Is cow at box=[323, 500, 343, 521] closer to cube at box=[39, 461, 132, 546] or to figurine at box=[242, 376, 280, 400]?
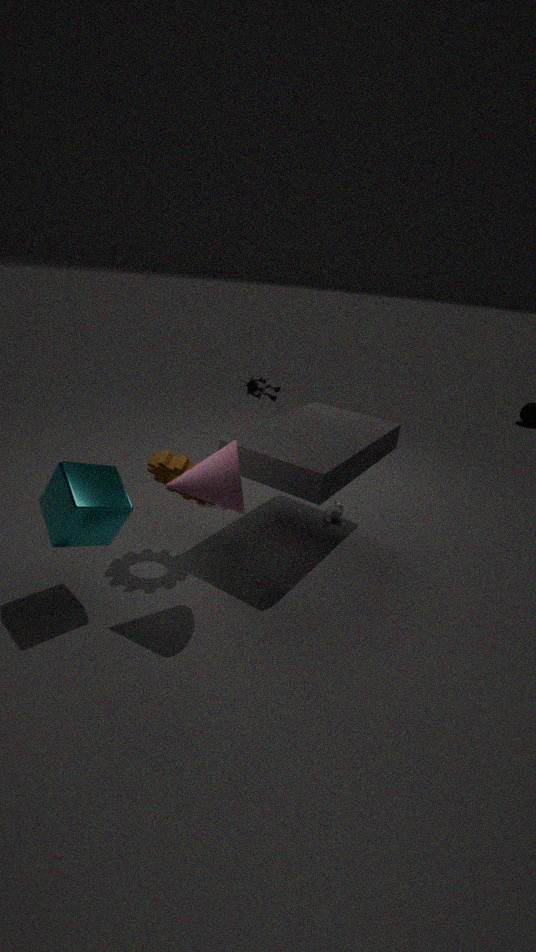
figurine at box=[242, 376, 280, 400]
